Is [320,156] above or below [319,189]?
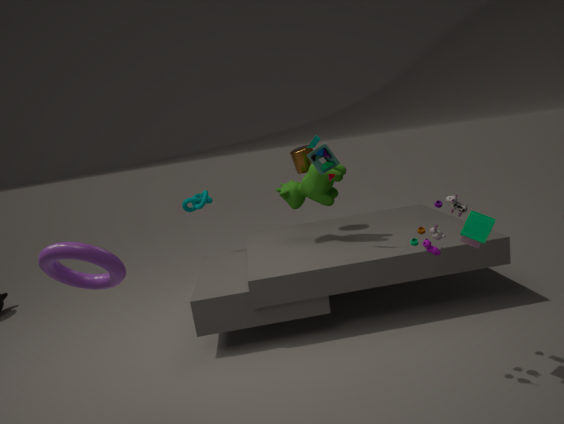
above
